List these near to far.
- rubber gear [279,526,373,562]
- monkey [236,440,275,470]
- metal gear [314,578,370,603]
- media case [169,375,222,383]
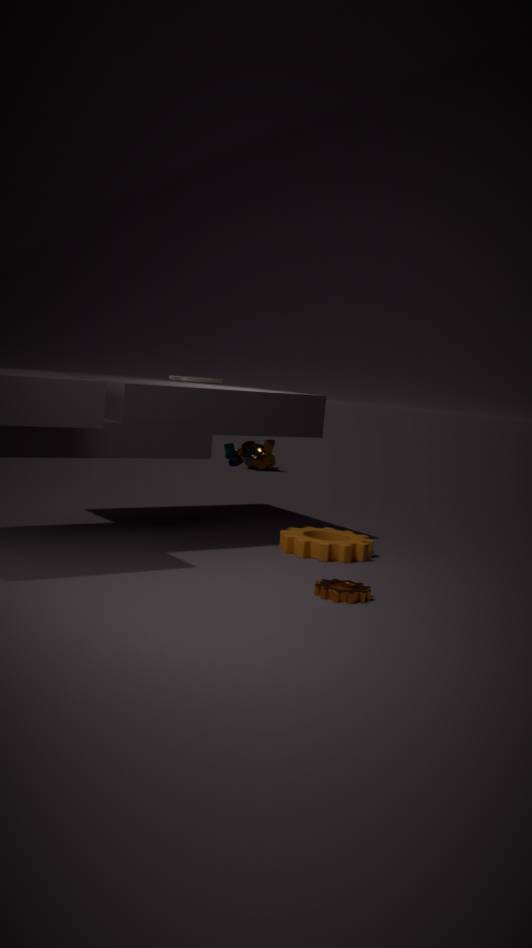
1. metal gear [314,578,370,603]
2. rubber gear [279,526,373,562]
3. media case [169,375,222,383]
4. monkey [236,440,275,470]
